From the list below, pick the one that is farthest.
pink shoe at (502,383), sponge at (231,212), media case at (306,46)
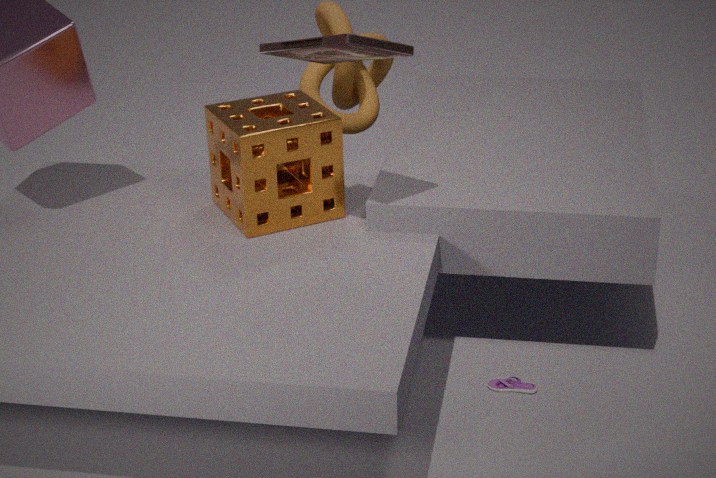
pink shoe at (502,383)
